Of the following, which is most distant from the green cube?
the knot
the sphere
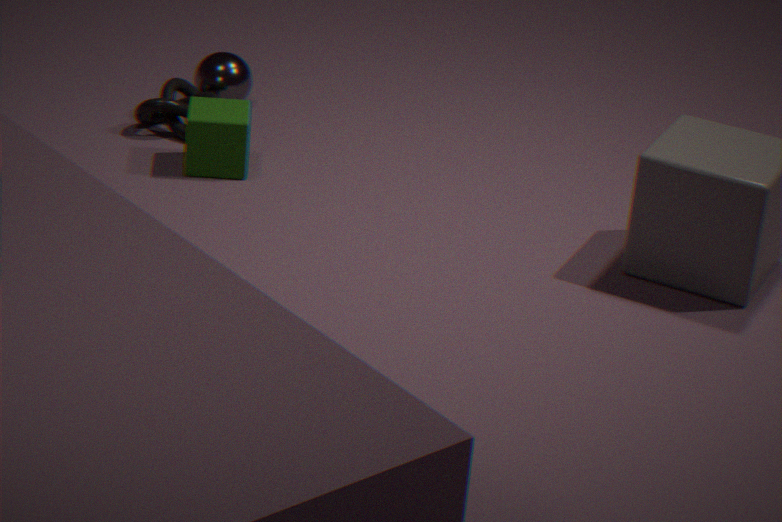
the sphere
